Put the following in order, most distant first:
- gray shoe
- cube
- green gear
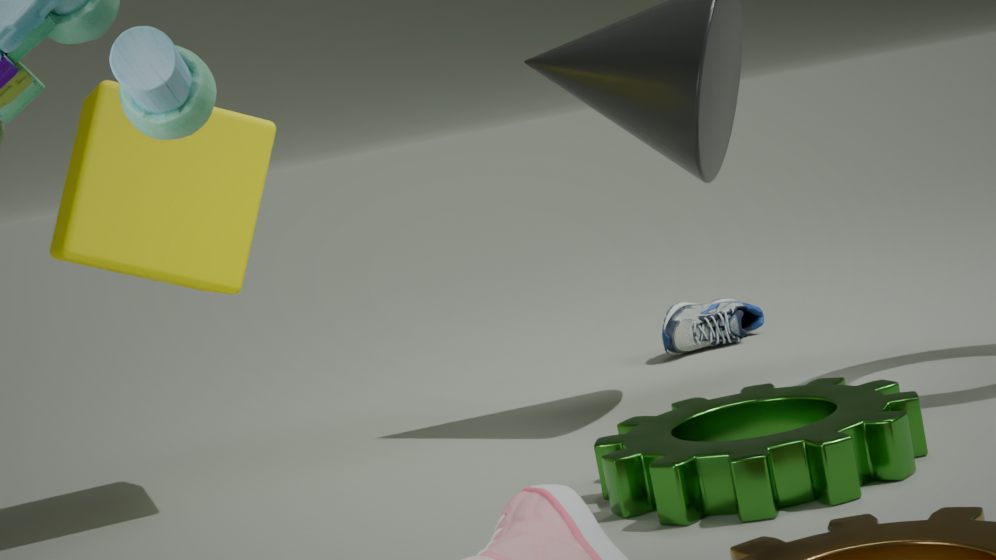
gray shoe, cube, green gear
